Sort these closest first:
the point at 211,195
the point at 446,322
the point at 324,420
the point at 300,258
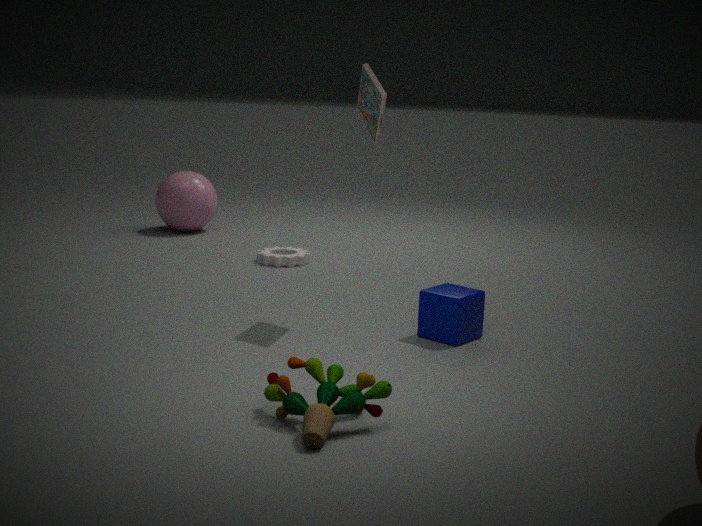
1. the point at 324,420
2. the point at 446,322
3. the point at 300,258
4. the point at 211,195
